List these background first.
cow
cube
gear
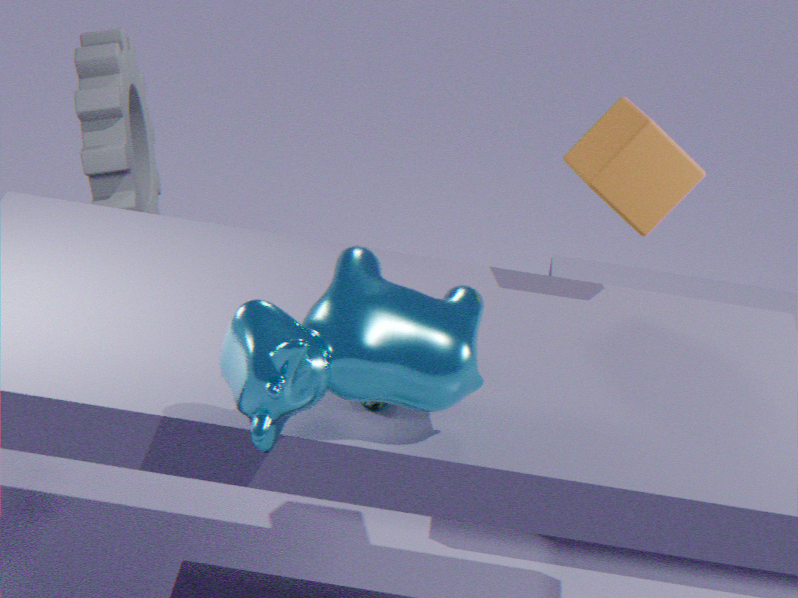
gear, cube, cow
